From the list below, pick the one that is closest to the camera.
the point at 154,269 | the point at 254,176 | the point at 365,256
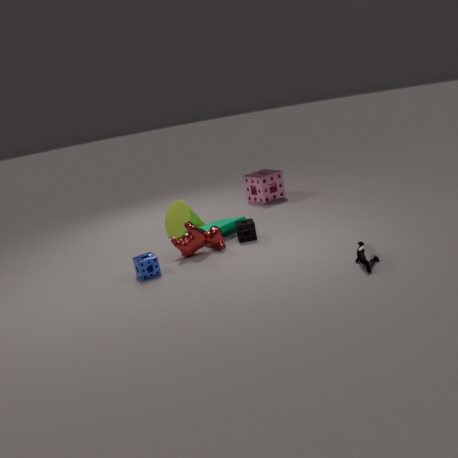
the point at 365,256
